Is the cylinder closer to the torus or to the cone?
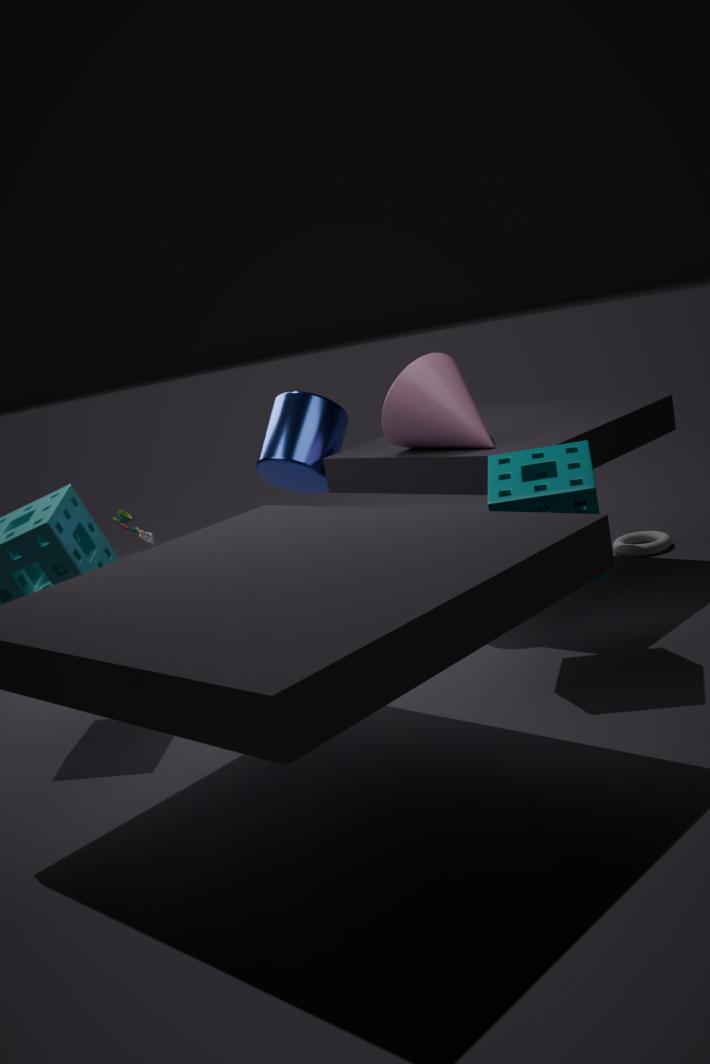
the cone
